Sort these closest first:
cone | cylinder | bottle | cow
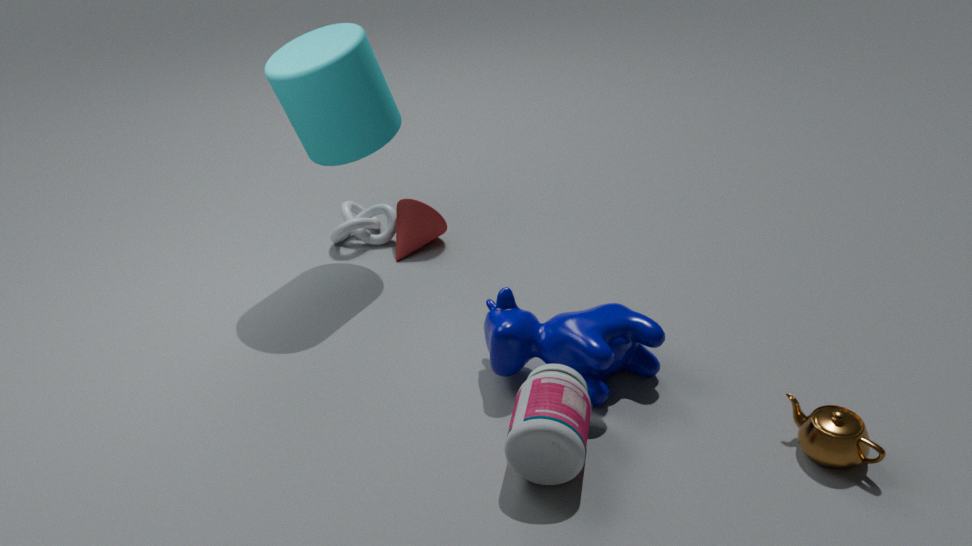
A: bottle, cow, cylinder, cone
